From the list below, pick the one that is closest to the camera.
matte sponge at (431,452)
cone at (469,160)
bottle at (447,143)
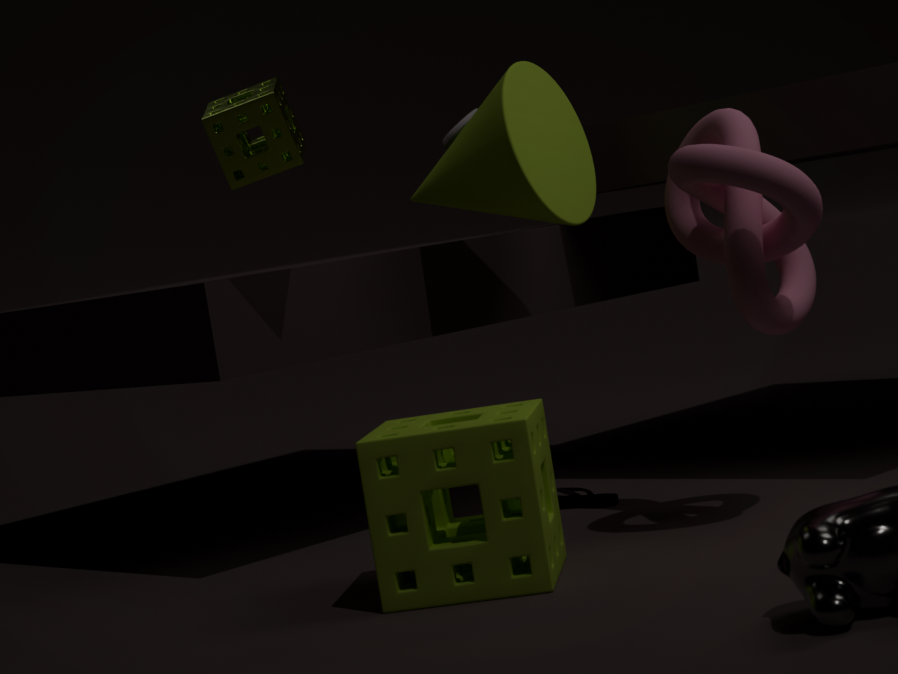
matte sponge at (431,452)
